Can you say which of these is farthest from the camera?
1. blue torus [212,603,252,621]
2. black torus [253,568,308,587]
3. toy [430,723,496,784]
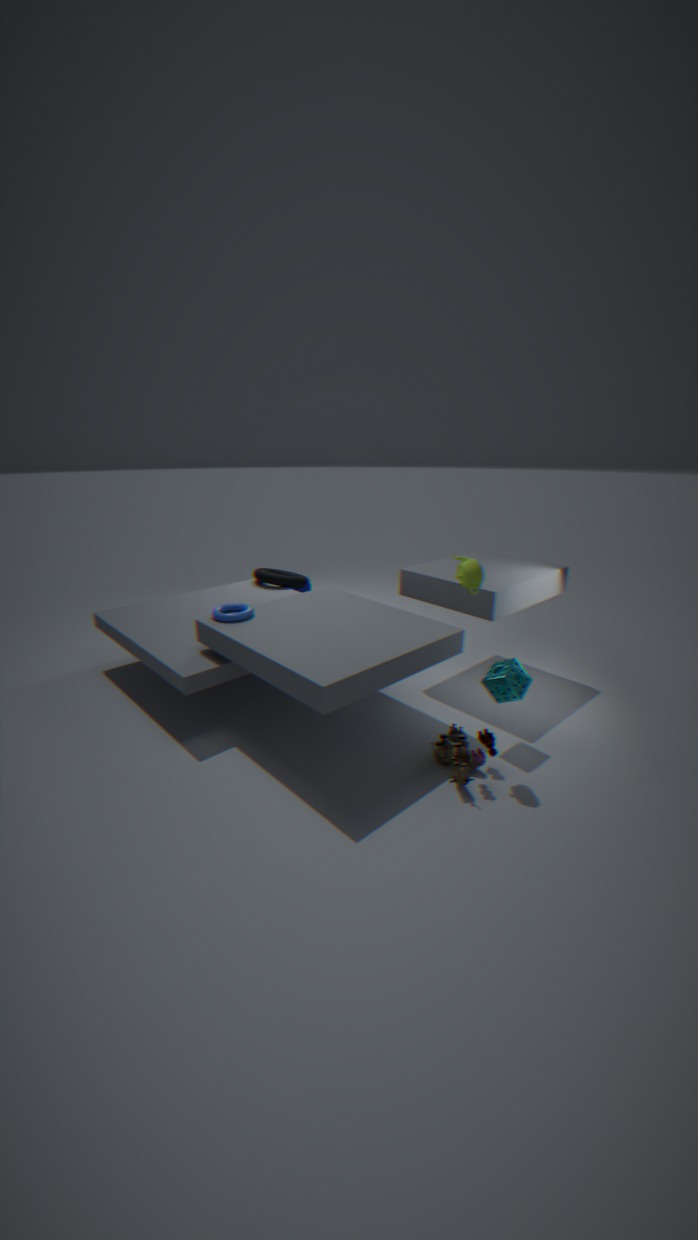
black torus [253,568,308,587]
